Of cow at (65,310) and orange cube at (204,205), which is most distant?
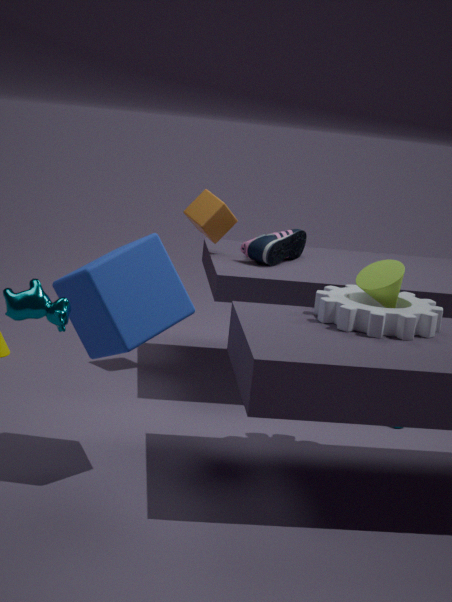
orange cube at (204,205)
